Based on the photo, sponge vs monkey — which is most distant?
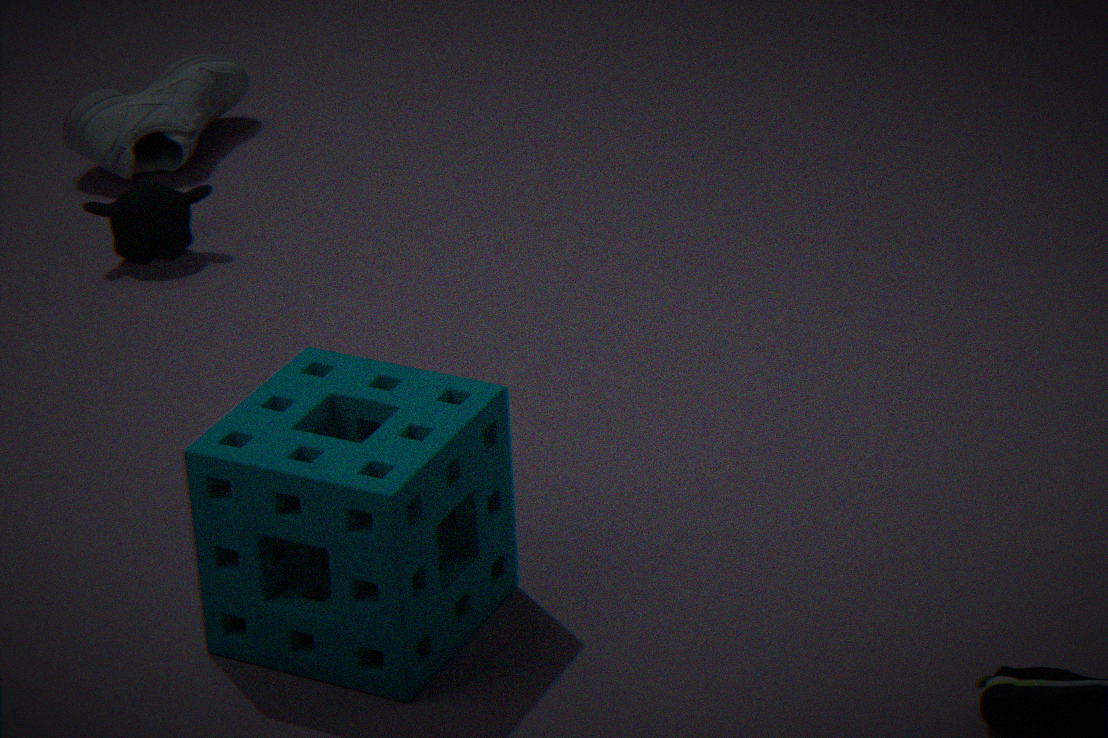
monkey
